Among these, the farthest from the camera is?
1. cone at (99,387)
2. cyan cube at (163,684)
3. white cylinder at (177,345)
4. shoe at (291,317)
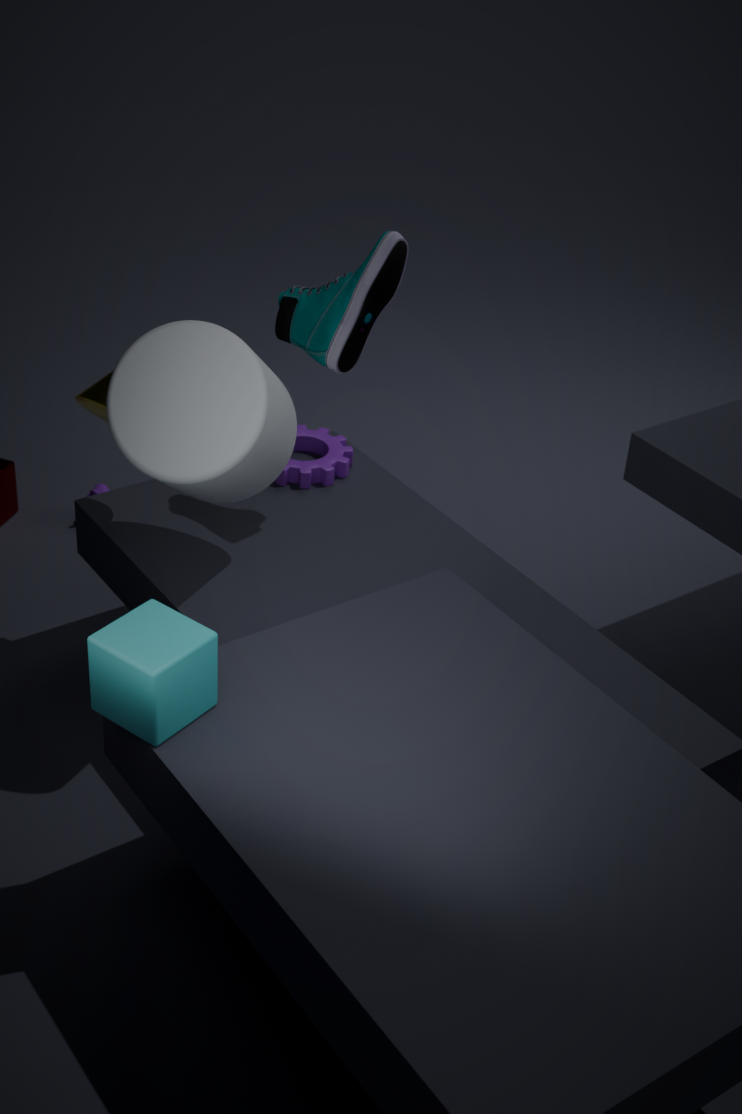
cone at (99,387)
